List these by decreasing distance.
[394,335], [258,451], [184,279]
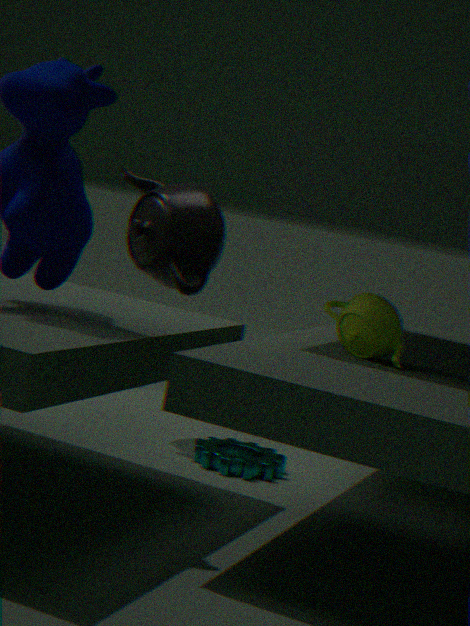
[184,279] → [258,451] → [394,335]
